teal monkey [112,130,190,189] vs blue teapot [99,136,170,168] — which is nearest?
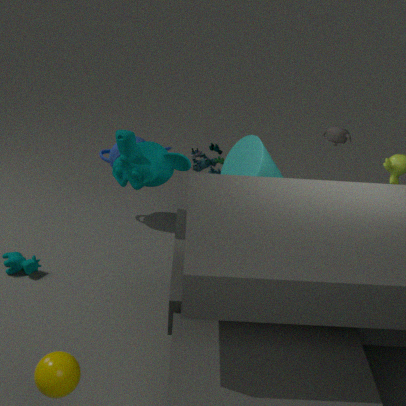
teal monkey [112,130,190,189]
